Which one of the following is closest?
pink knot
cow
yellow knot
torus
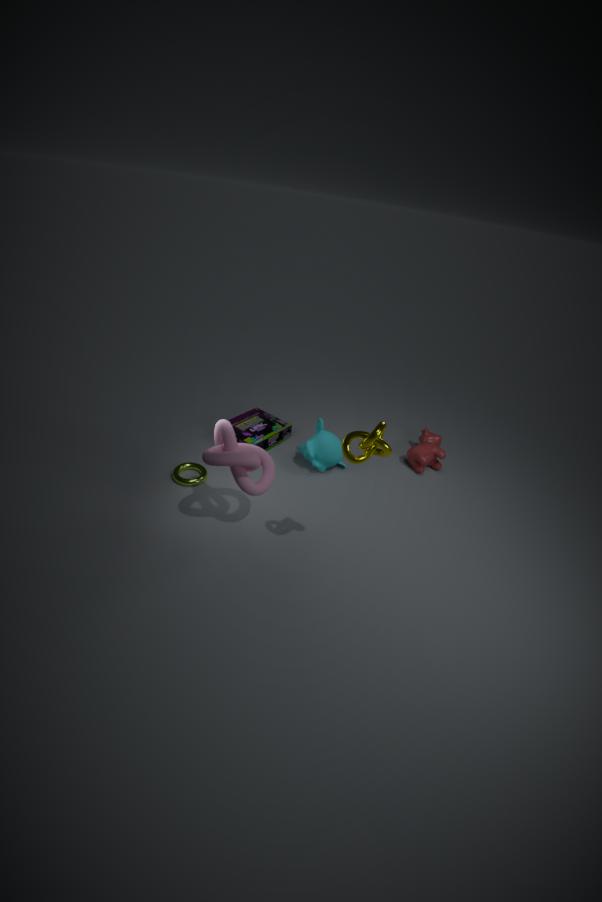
yellow knot
